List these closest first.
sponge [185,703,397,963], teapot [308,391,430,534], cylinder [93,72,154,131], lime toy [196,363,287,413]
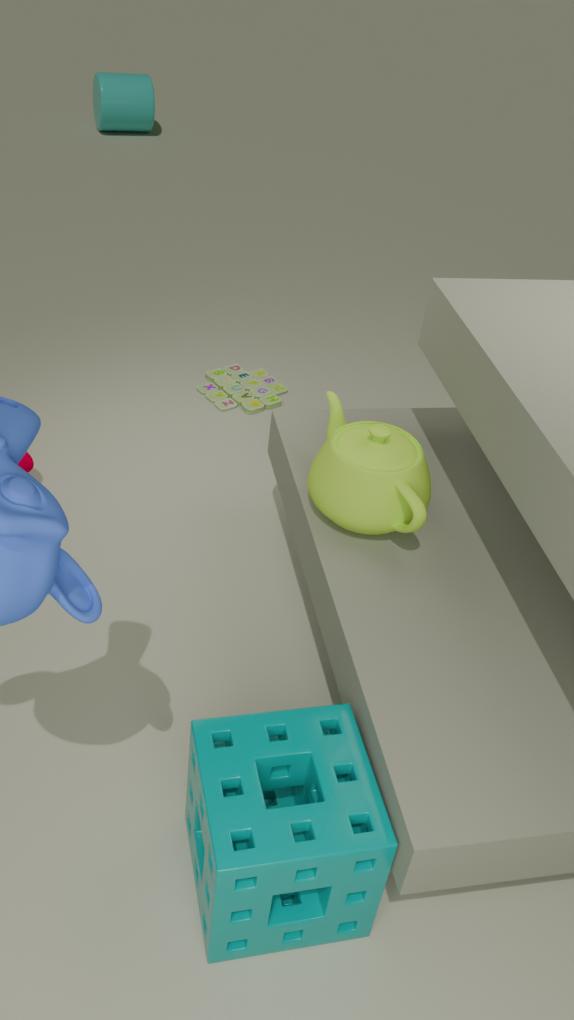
1. sponge [185,703,397,963]
2. teapot [308,391,430,534]
3. lime toy [196,363,287,413]
4. cylinder [93,72,154,131]
